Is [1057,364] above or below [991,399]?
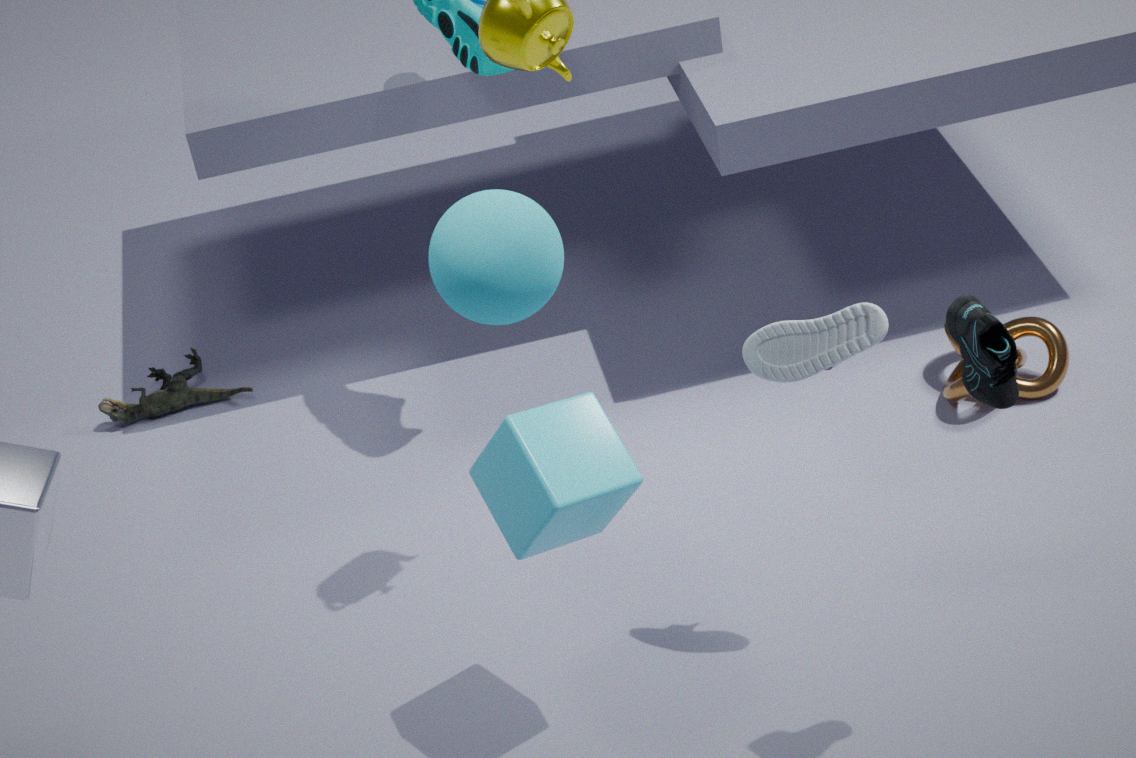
below
